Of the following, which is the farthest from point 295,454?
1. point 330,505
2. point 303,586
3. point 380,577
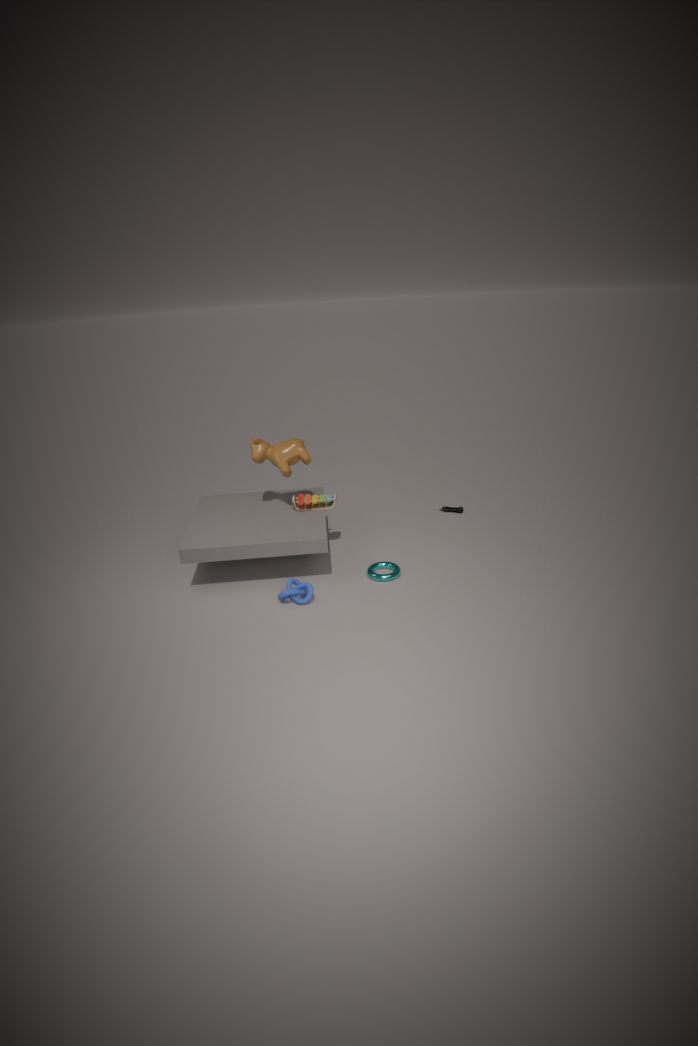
point 380,577
